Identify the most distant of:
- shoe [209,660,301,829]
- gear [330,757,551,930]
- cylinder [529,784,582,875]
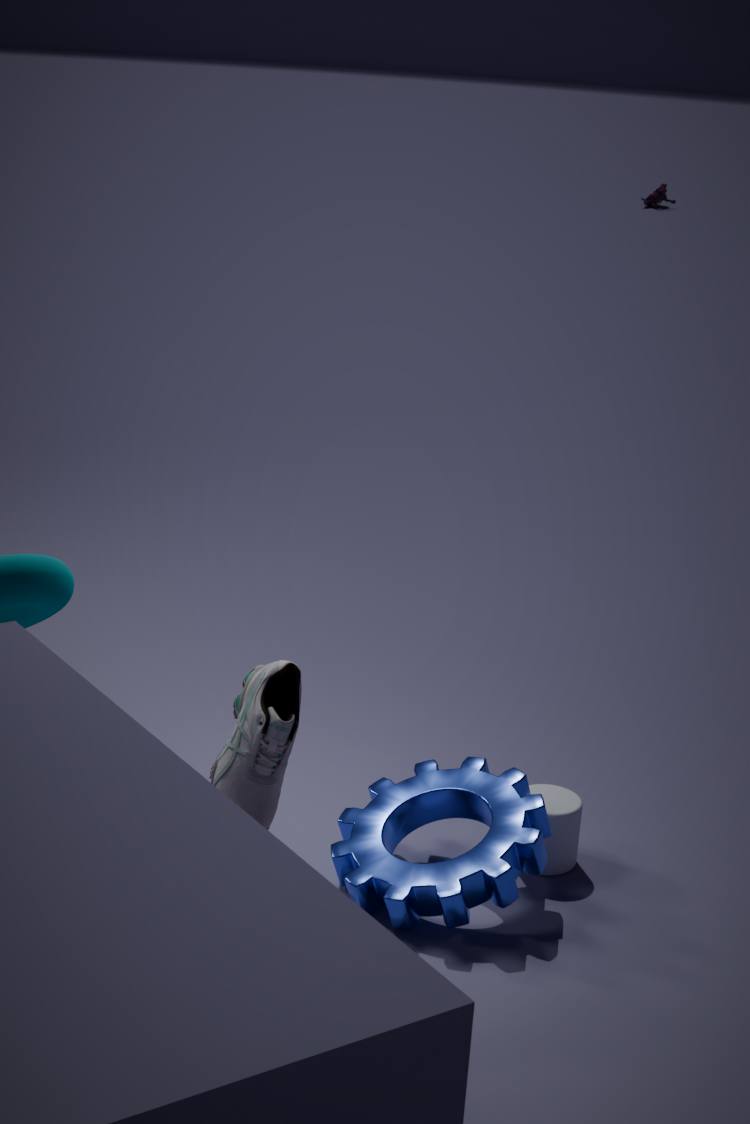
cylinder [529,784,582,875]
